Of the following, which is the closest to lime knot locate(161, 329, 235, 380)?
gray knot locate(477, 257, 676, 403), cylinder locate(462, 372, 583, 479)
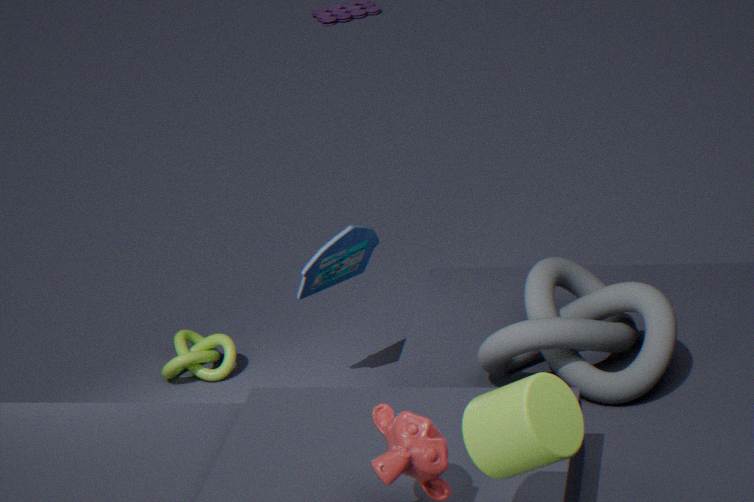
gray knot locate(477, 257, 676, 403)
